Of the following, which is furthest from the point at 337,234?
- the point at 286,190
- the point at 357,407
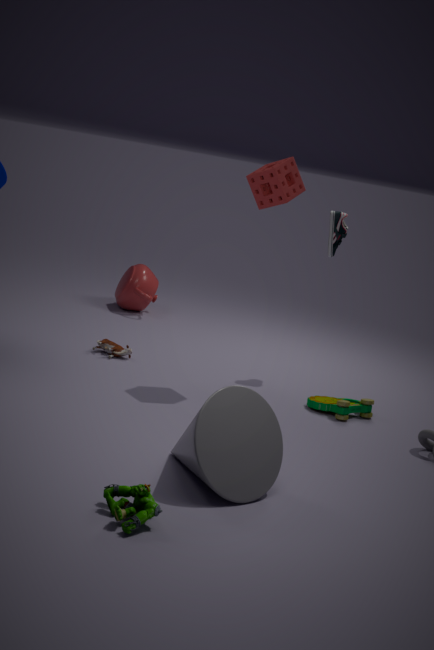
the point at 357,407
